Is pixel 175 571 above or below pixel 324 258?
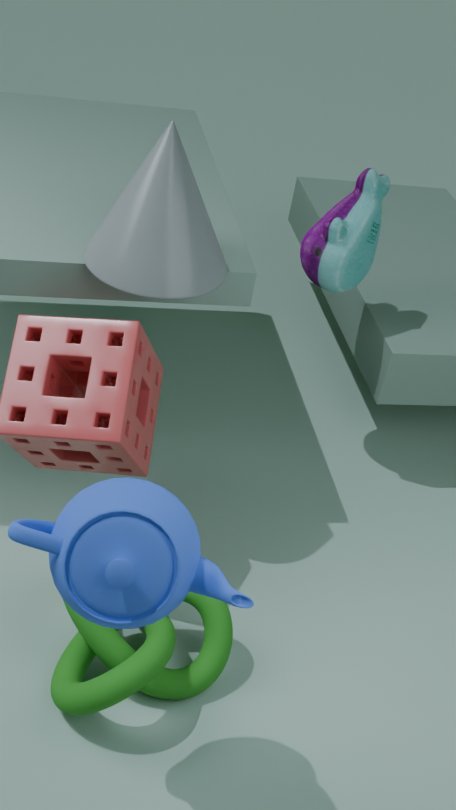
below
